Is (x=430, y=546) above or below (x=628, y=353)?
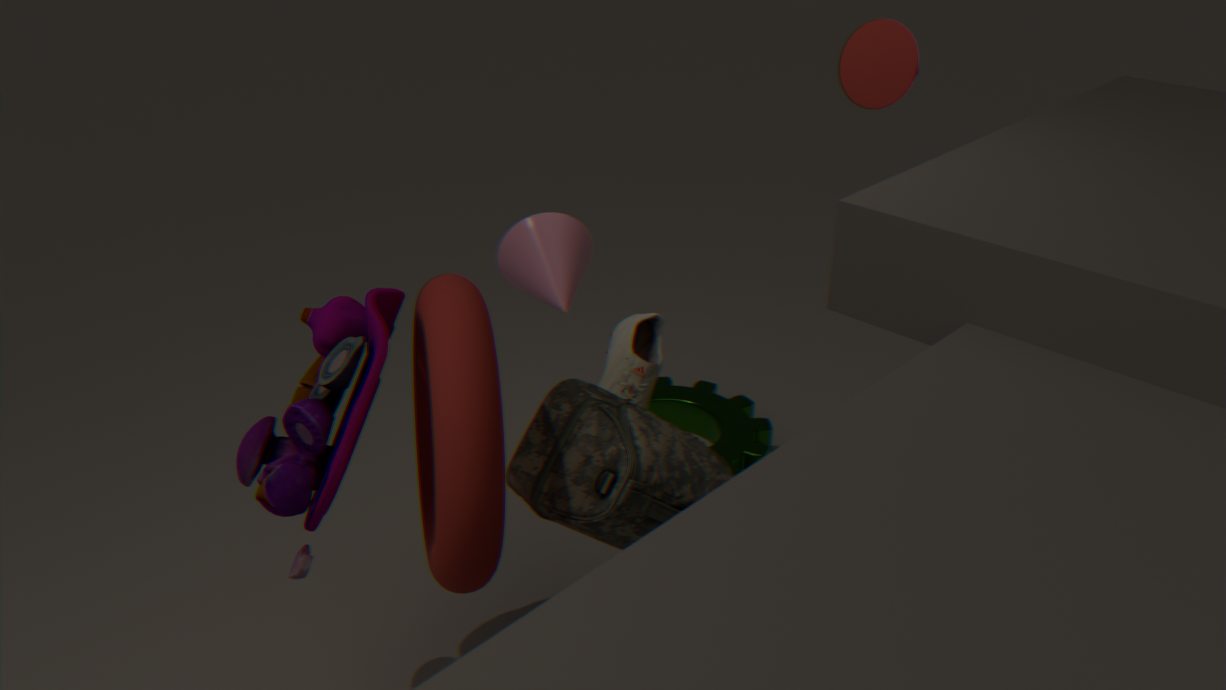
above
